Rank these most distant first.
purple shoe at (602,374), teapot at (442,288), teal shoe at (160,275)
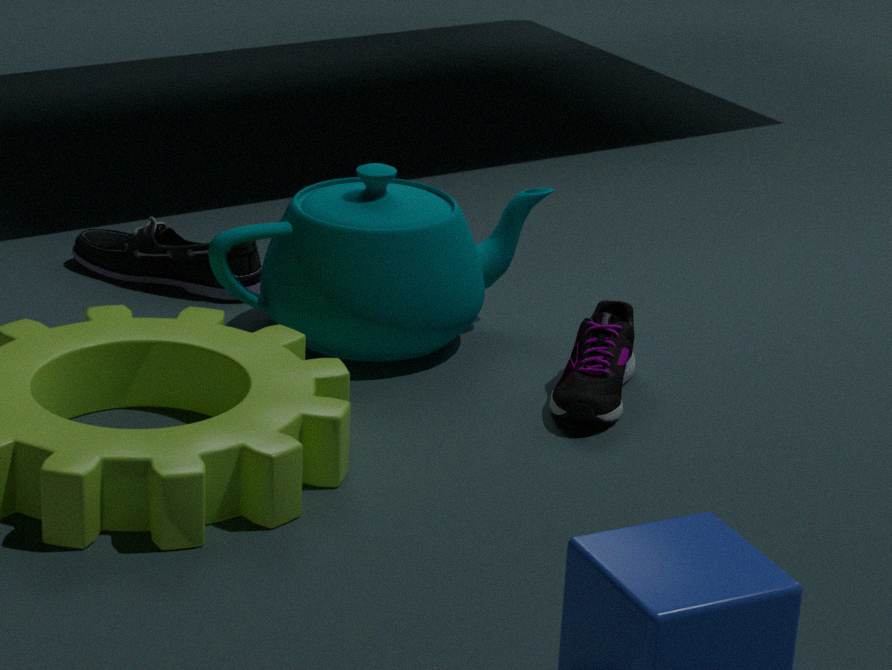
teal shoe at (160,275) → teapot at (442,288) → purple shoe at (602,374)
